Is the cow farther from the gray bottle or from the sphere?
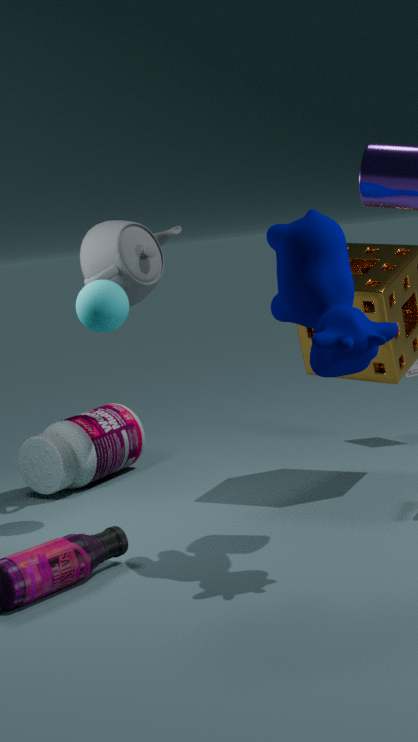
the gray bottle
